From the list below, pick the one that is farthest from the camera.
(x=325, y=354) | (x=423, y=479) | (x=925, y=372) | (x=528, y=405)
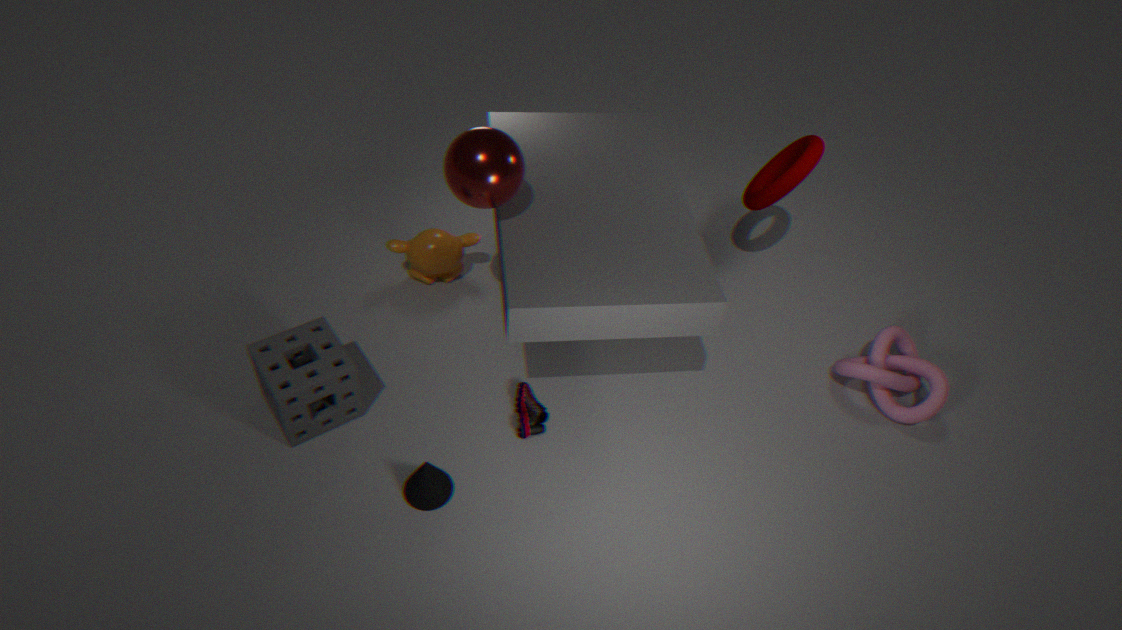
(x=925, y=372)
